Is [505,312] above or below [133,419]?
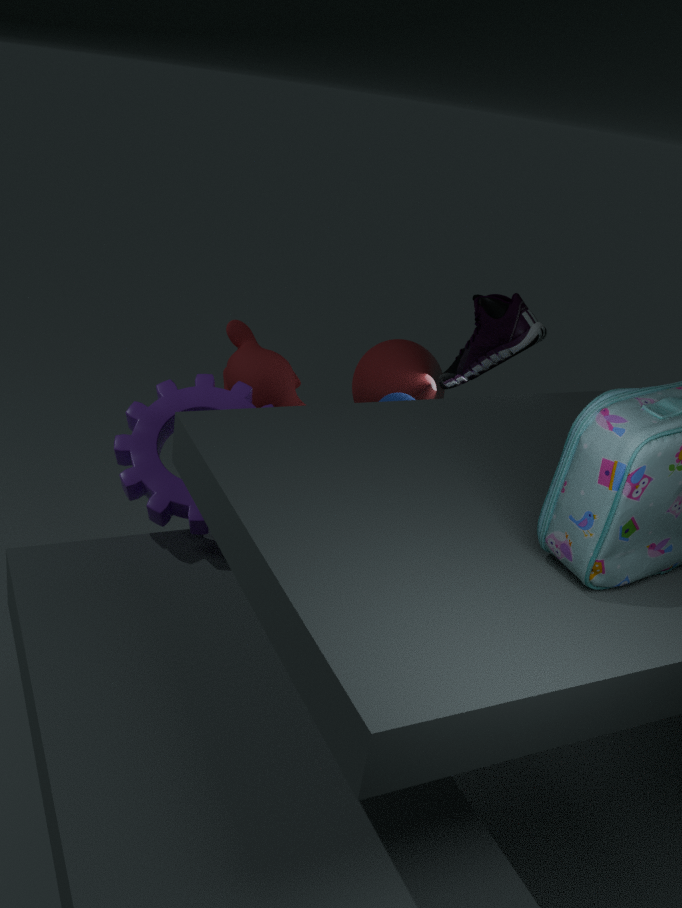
above
